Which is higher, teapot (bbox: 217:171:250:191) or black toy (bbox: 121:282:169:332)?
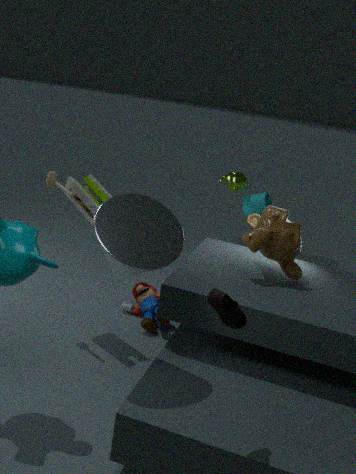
teapot (bbox: 217:171:250:191)
